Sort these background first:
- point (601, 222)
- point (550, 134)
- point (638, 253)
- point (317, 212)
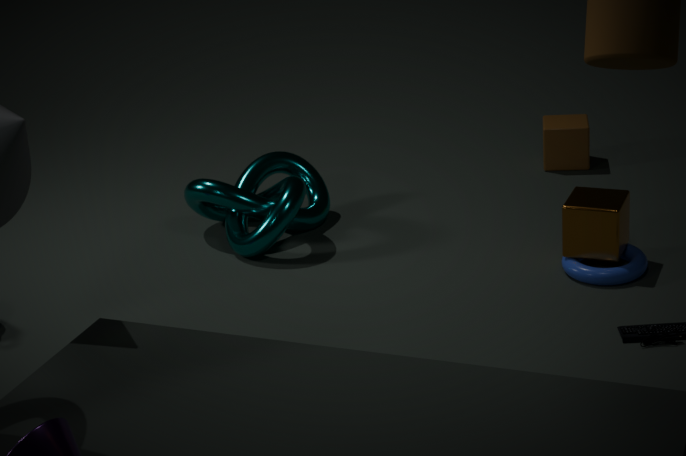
point (550, 134)
point (317, 212)
point (638, 253)
point (601, 222)
